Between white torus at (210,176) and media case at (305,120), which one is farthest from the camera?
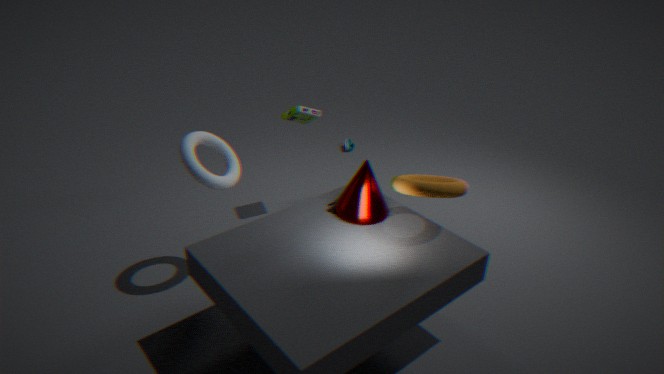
media case at (305,120)
